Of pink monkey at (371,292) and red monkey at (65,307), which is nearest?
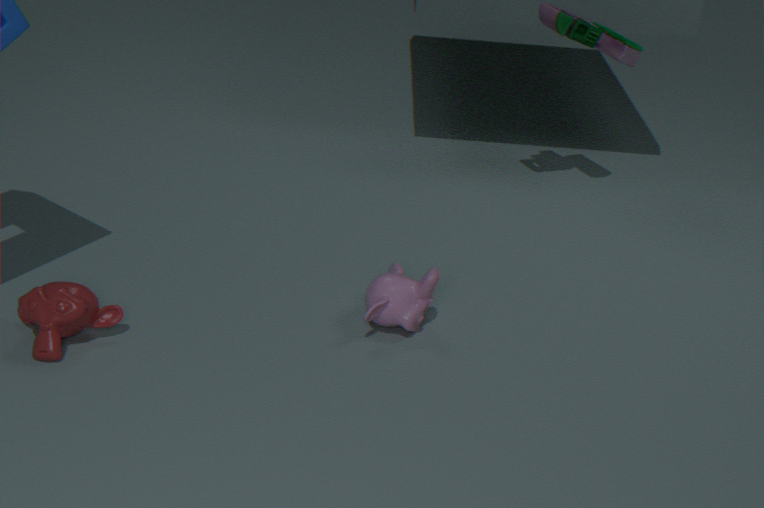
red monkey at (65,307)
